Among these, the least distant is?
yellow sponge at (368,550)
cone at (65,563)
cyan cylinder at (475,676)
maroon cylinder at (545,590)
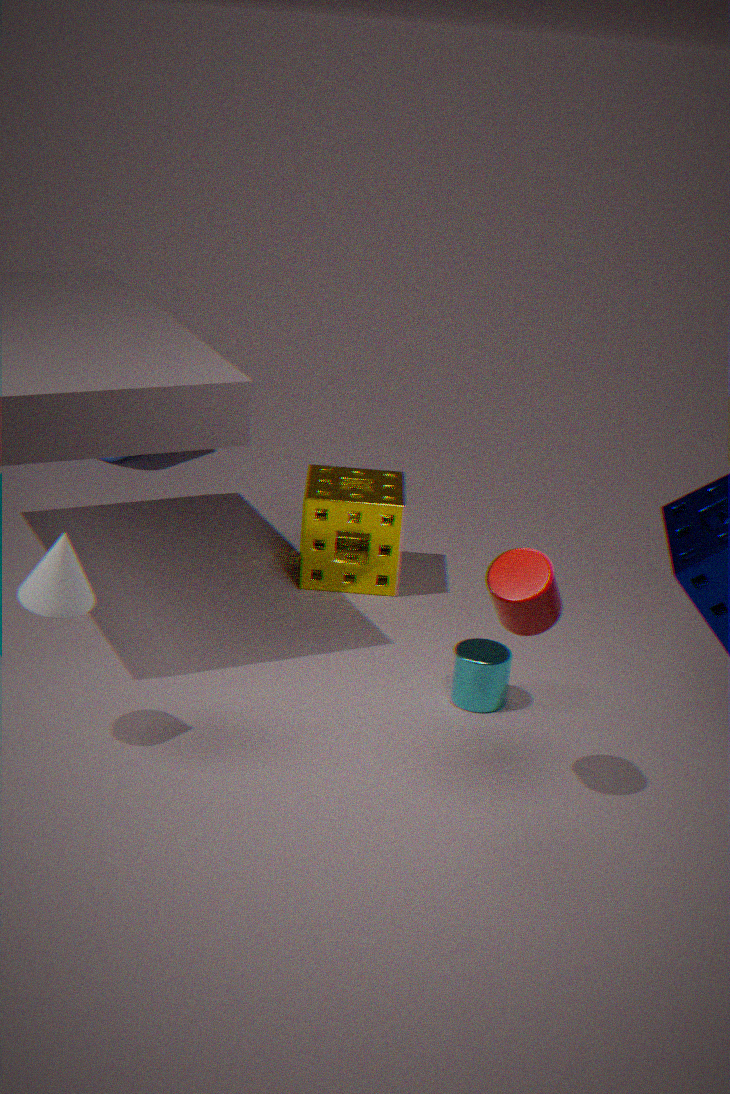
maroon cylinder at (545,590)
